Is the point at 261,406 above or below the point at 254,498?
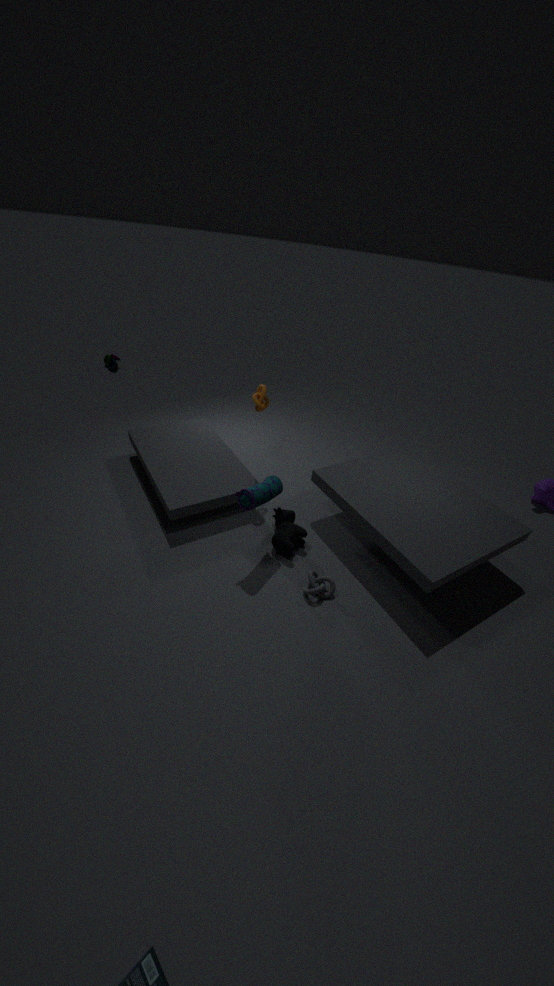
above
